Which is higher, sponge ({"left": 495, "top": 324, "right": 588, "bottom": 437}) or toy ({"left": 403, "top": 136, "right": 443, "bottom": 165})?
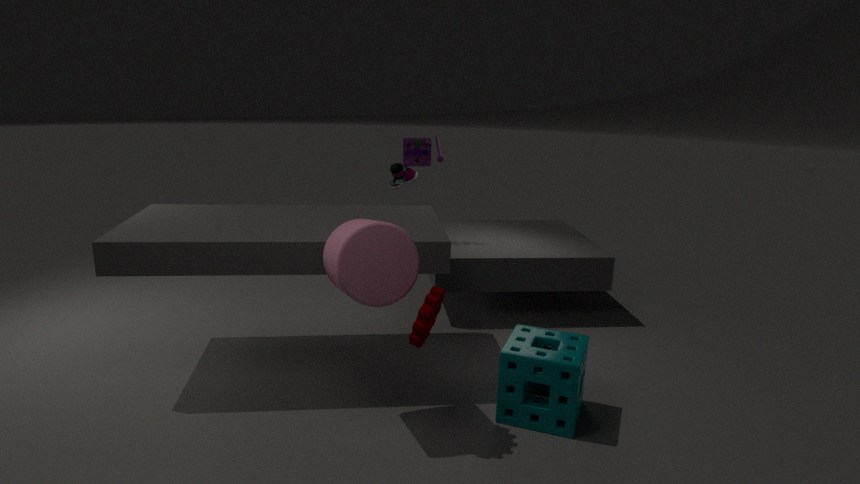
toy ({"left": 403, "top": 136, "right": 443, "bottom": 165})
